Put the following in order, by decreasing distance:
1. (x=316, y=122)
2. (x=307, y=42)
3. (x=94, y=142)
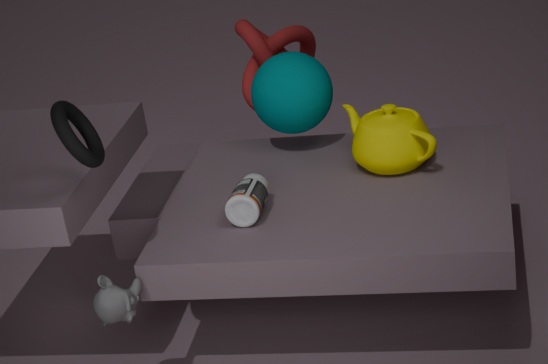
(x=307, y=42) → (x=316, y=122) → (x=94, y=142)
